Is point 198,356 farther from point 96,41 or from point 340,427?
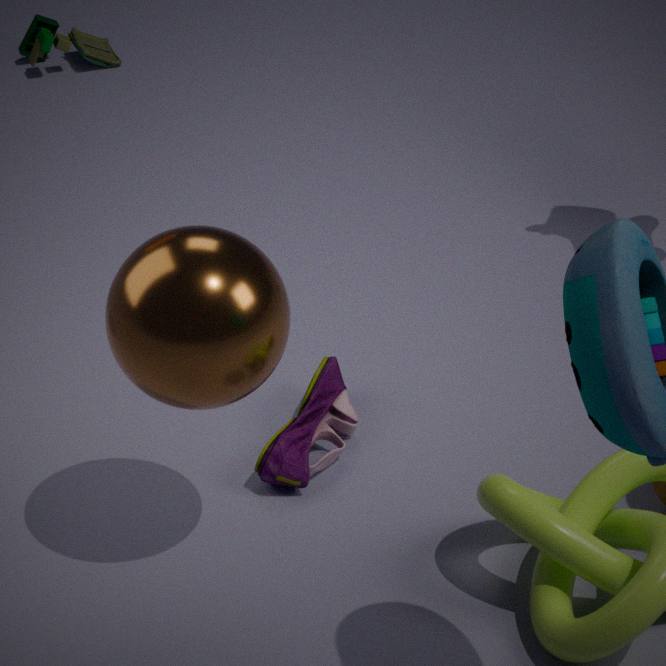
point 96,41
